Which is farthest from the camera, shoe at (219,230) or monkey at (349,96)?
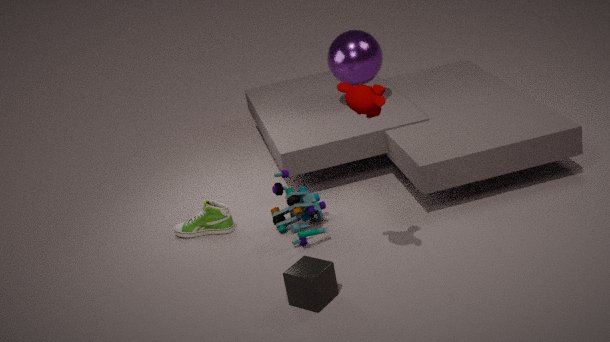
shoe at (219,230)
